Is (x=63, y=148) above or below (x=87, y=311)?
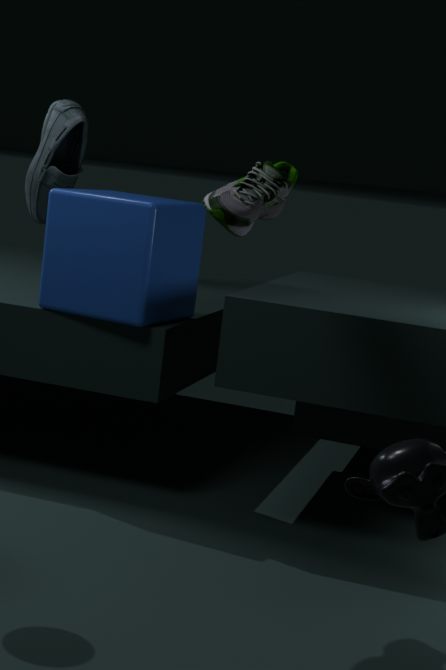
above
